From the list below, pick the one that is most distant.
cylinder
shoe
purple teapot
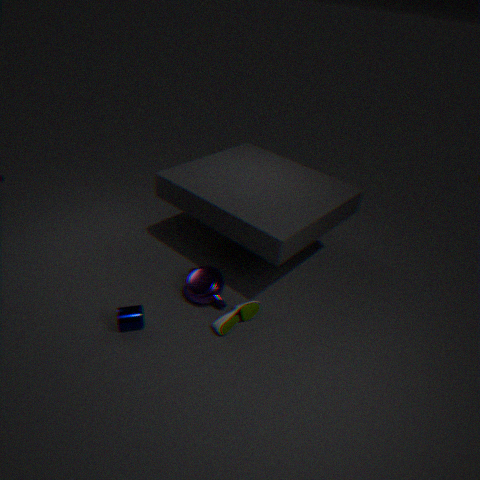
purple teapot
